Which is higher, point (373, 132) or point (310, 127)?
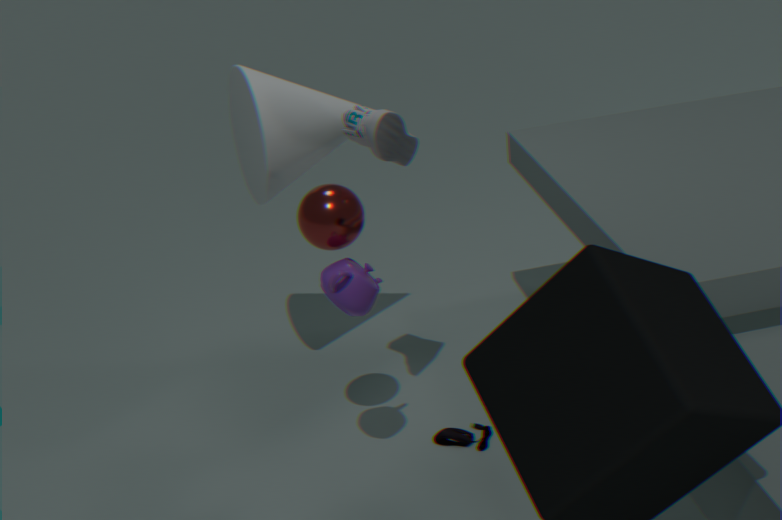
point (373, 132)
